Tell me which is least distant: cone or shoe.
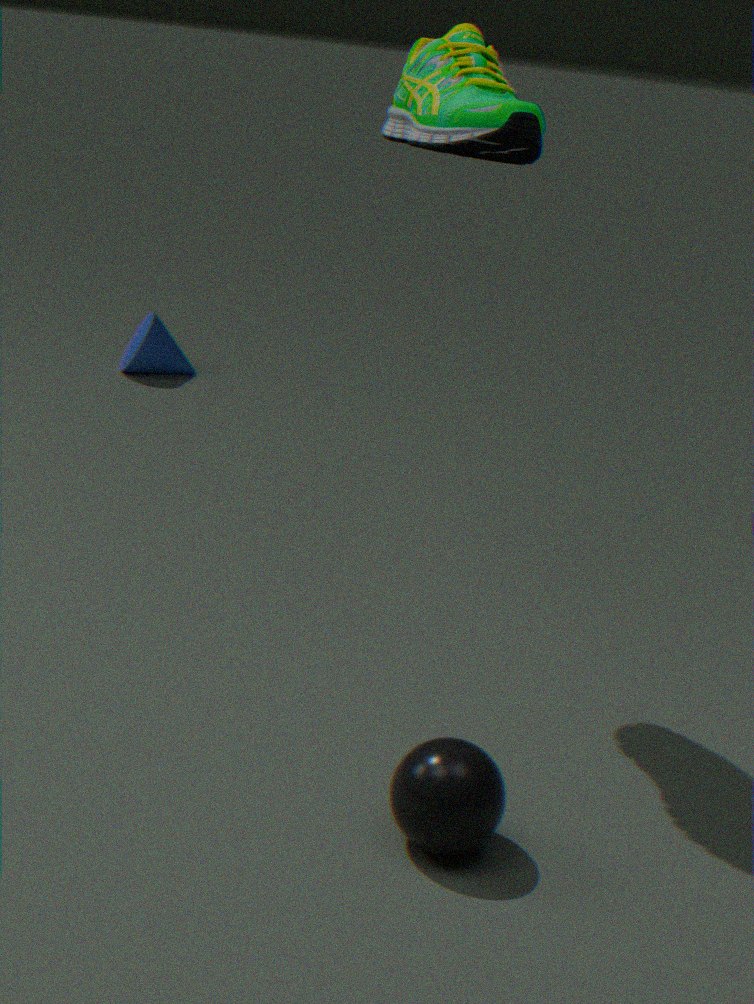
shoe
